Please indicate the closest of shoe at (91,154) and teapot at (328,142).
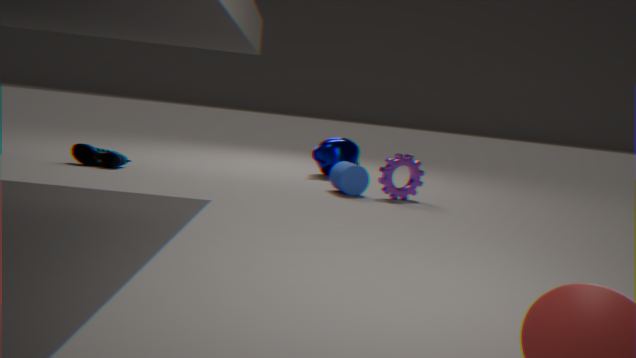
shoe at (91,154)
